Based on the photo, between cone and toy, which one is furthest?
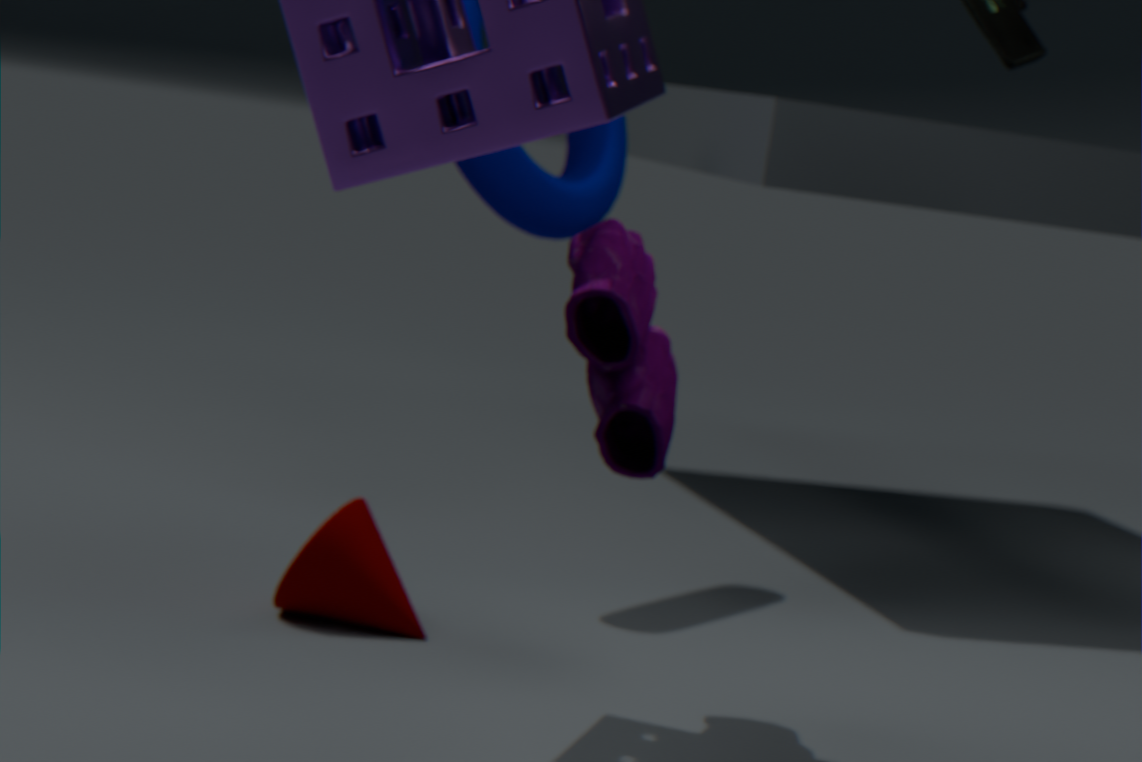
cone
